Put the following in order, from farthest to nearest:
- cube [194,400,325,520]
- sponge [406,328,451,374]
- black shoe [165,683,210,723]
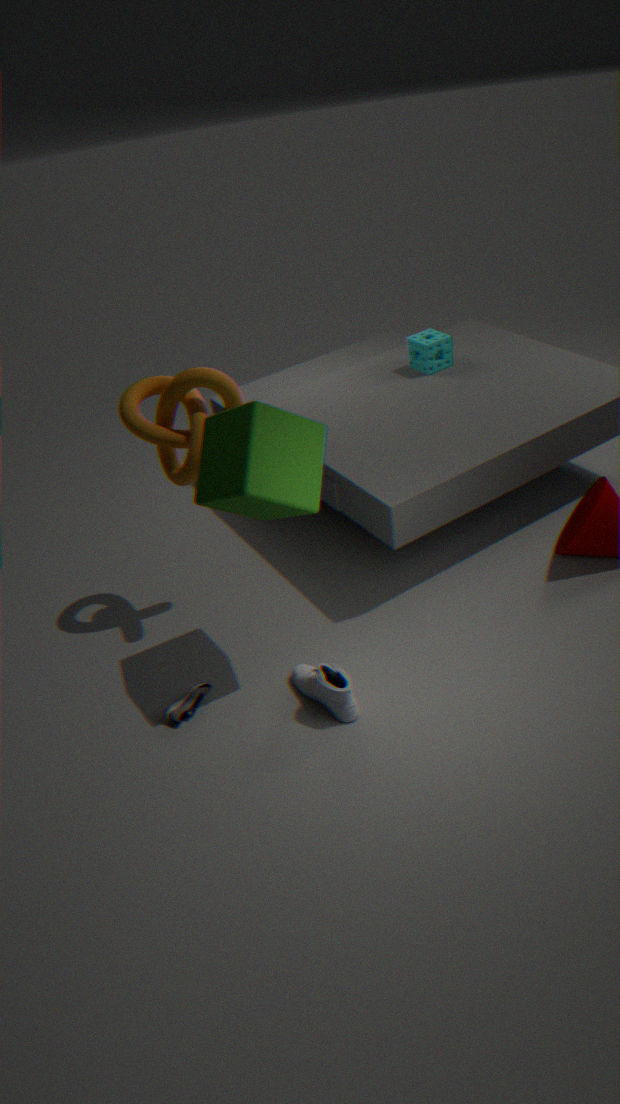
sponge [406,328,451,374]
black shoe [165,683,210,723]
cube [194,400,325,520]
